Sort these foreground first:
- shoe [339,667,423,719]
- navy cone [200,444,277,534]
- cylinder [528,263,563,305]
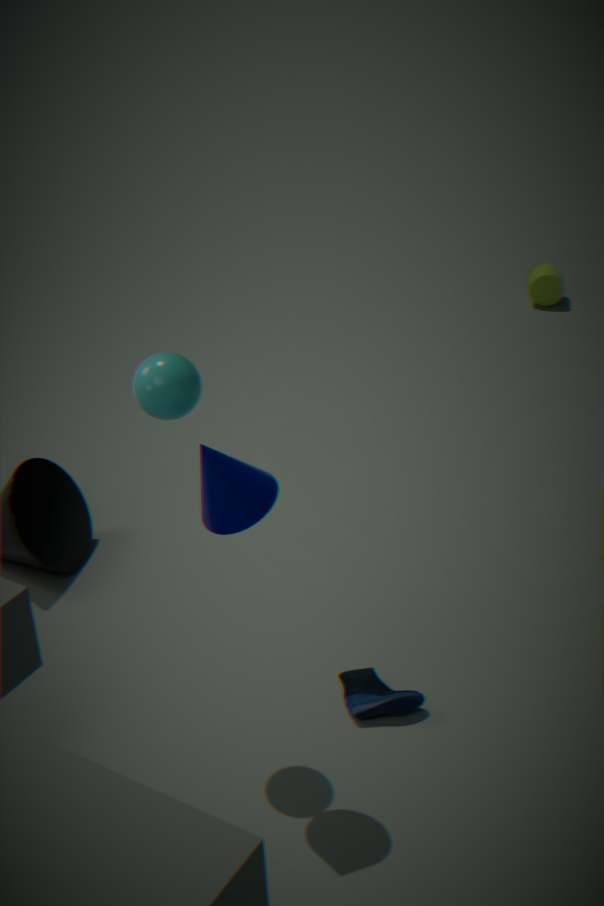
navy cone [200,444,277,534] < shoe [339,667,423,719] < cylinder [528,263,563,305]
